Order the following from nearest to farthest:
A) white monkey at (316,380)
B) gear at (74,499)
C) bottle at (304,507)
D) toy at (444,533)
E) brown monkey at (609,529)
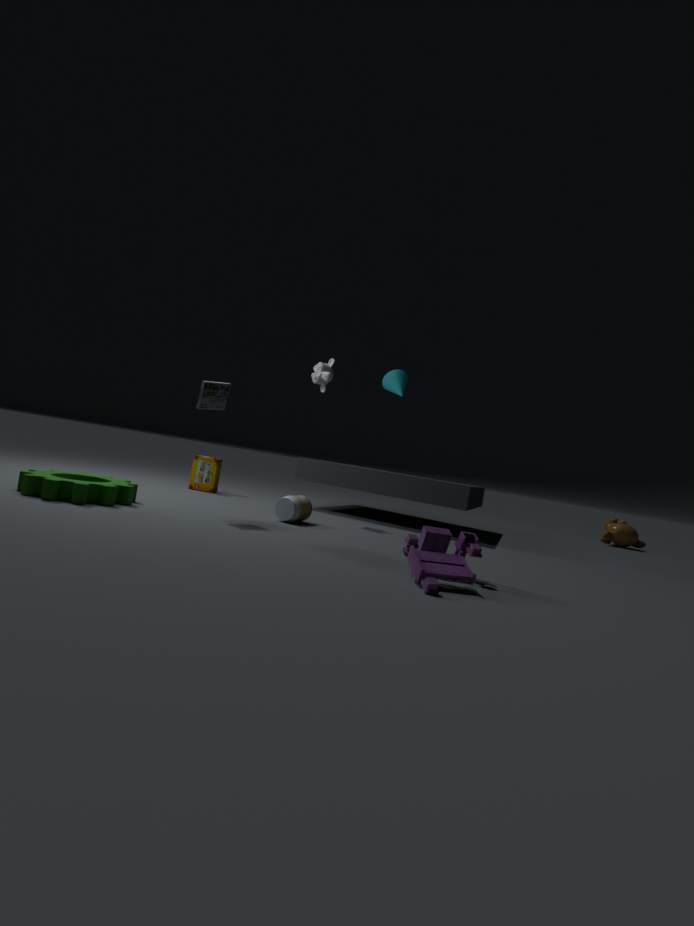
toy at (444,533) < gear at (74,499) < bottle at (304,507) < white monkey at (316,380) < brown monkey at (609,529)
